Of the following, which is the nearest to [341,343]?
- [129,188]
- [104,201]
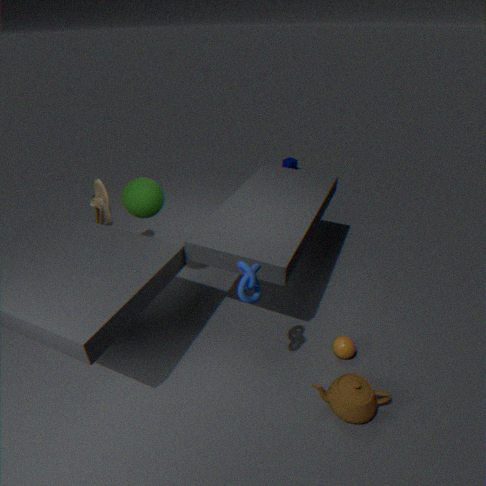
[129,188]
